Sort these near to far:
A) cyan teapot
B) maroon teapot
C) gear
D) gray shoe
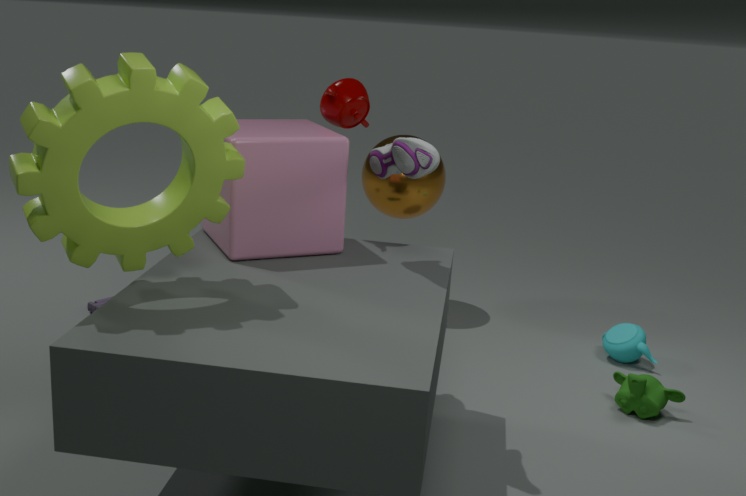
gear, gray shoe, maroon teapot, cyan teapot
